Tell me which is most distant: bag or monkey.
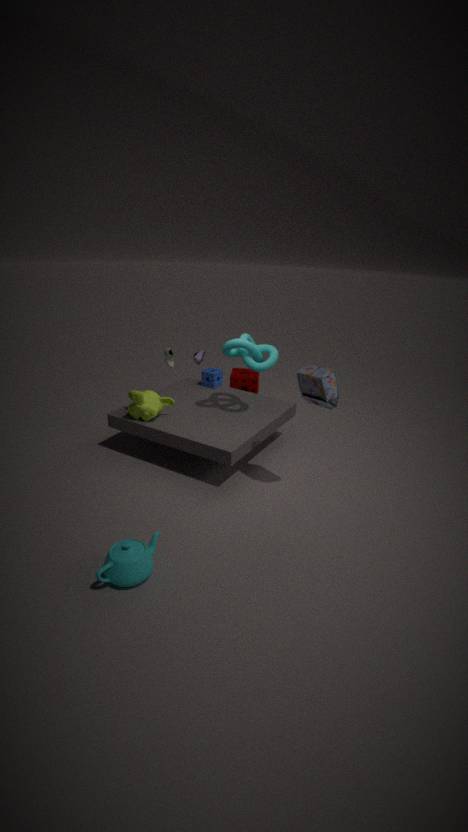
monkey
